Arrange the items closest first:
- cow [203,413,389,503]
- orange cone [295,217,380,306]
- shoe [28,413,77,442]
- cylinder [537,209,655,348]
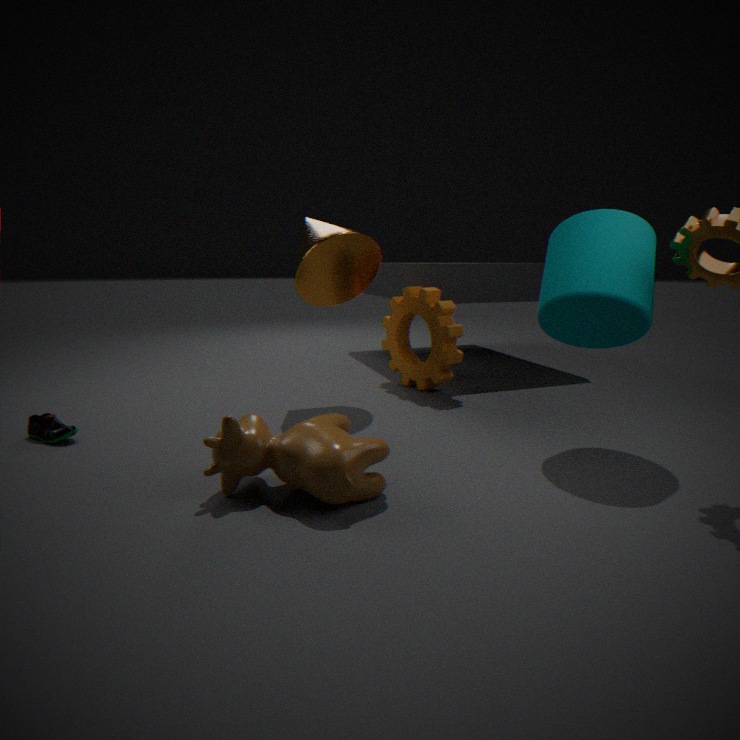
cow [203,413,389,503] < cylinder [537,209,655,348] < shoe [28,413,77,442] < orange cone [295,217,380,306]
